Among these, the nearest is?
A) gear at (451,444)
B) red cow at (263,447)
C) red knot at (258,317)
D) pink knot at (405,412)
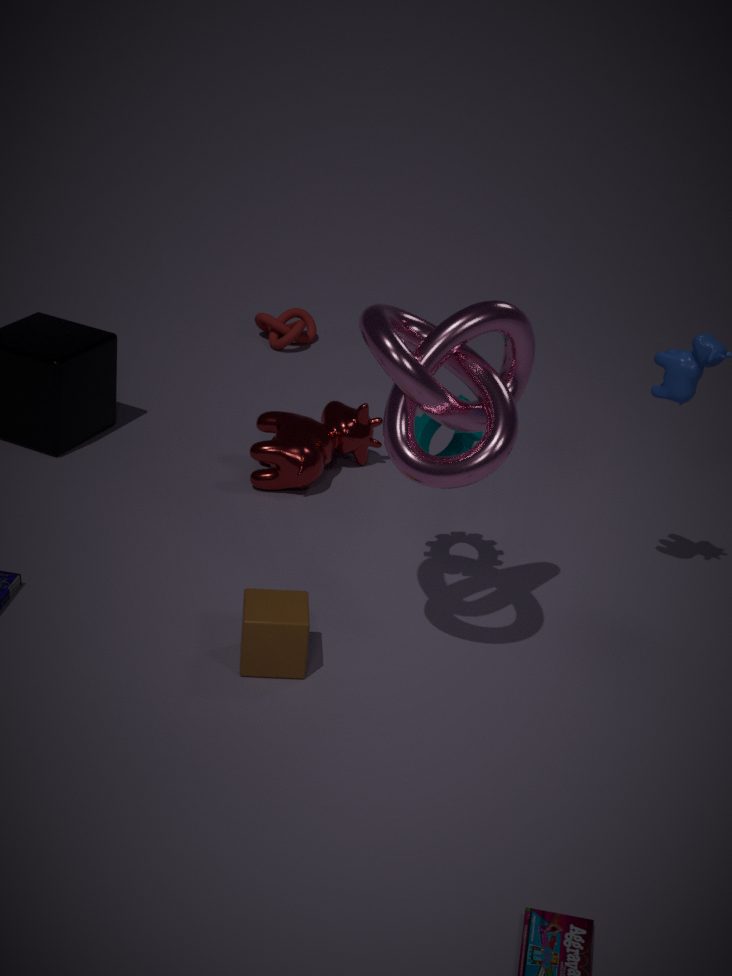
D. pink knot at (405,412)
